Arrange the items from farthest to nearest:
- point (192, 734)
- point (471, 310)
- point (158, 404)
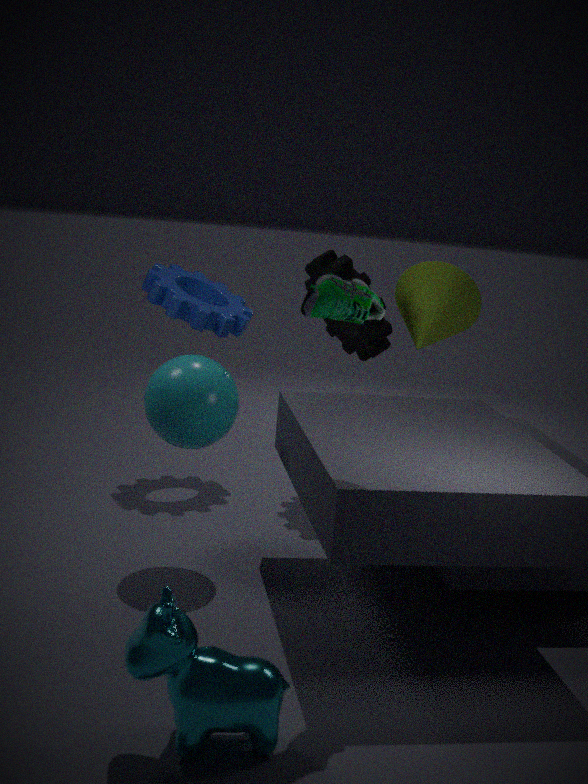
point (471, 310) → point (158, 404) → point (192, 734)
